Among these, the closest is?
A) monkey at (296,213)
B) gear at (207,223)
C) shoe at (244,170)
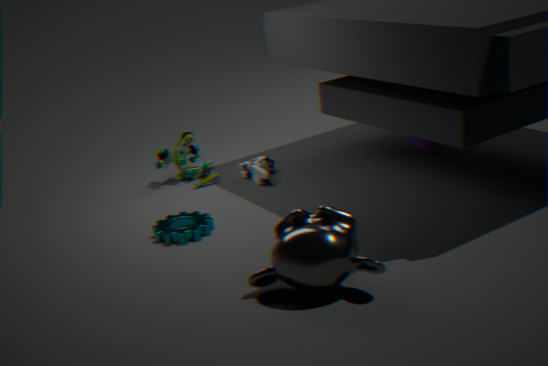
monkey at (296,213)
